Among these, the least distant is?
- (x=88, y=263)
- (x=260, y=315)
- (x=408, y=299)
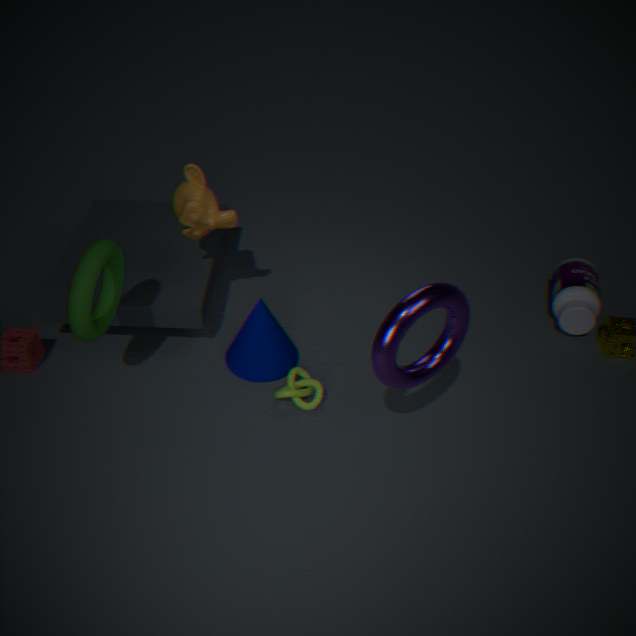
(x=408, y=299)
